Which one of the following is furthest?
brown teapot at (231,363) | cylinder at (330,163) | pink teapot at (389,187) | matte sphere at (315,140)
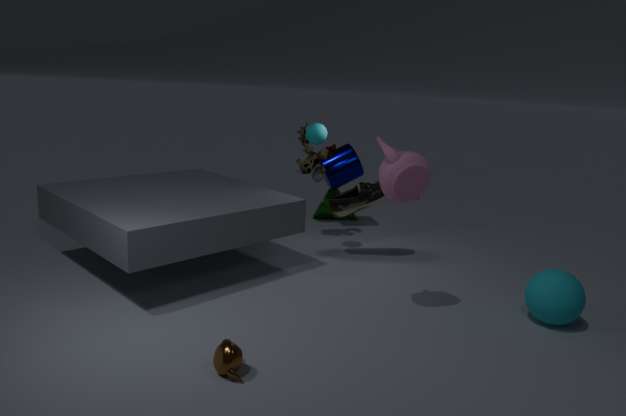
cylinder at (330,163)
